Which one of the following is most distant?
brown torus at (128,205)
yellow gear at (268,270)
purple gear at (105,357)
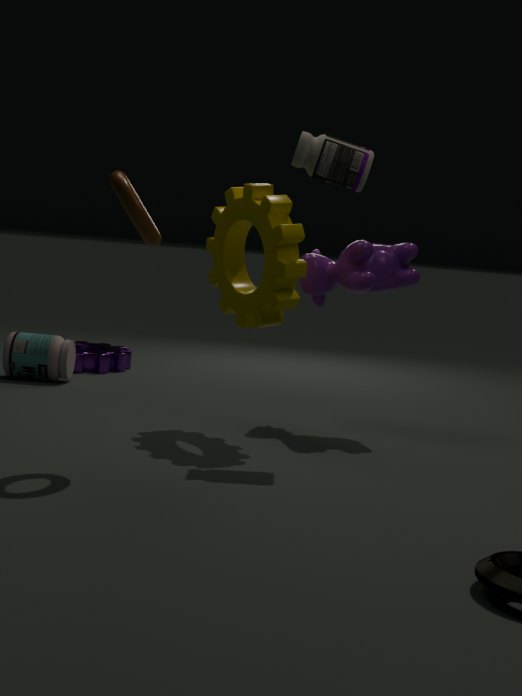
purple gear at (105,357)
